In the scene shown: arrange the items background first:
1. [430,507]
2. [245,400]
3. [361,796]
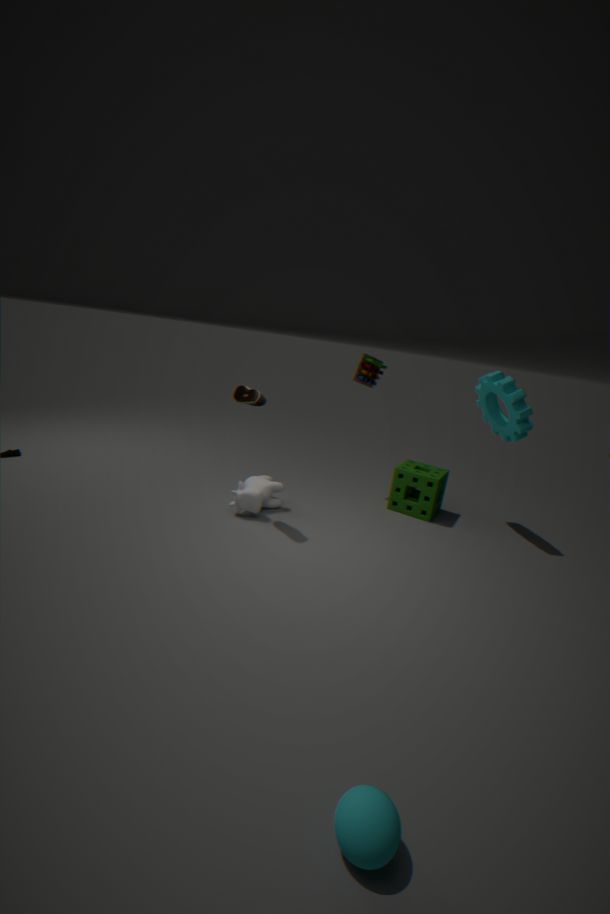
[430,507] < [245,400] < [361,796]
